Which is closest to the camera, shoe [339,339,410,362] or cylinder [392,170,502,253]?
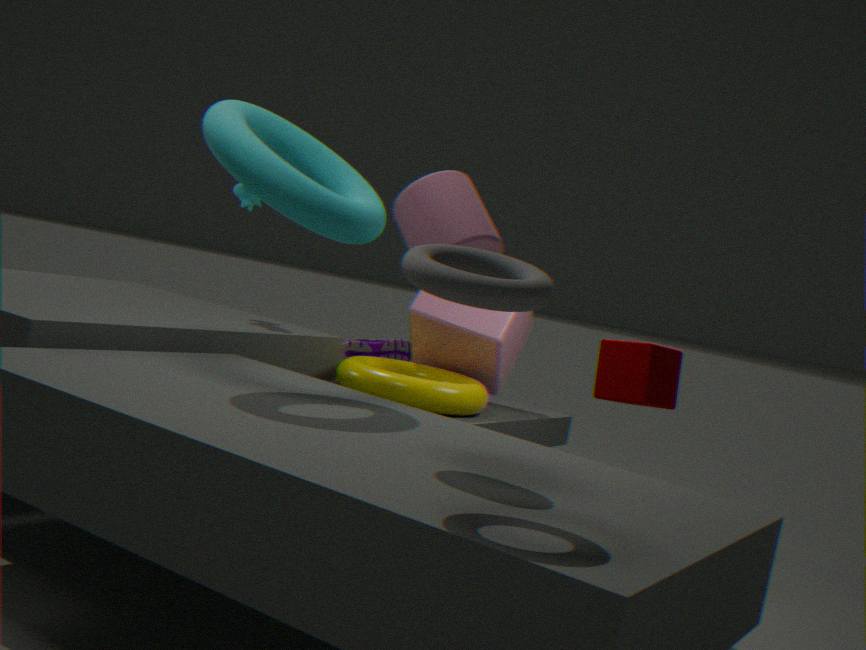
cylinder [392,170,502,253]
